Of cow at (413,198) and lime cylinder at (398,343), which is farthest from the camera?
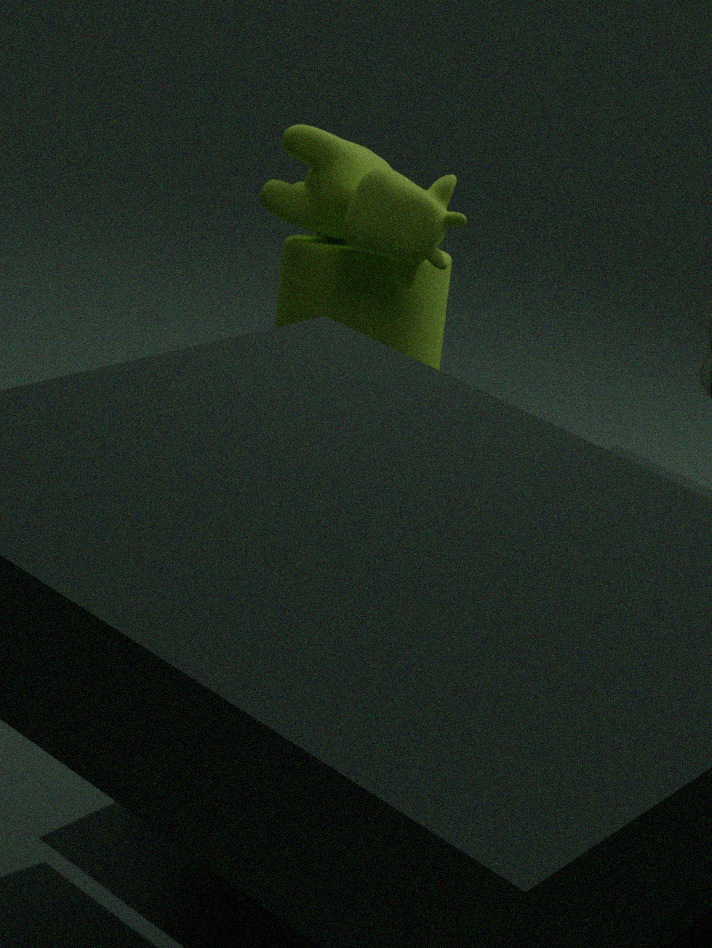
lime cylinder at (398,343)
